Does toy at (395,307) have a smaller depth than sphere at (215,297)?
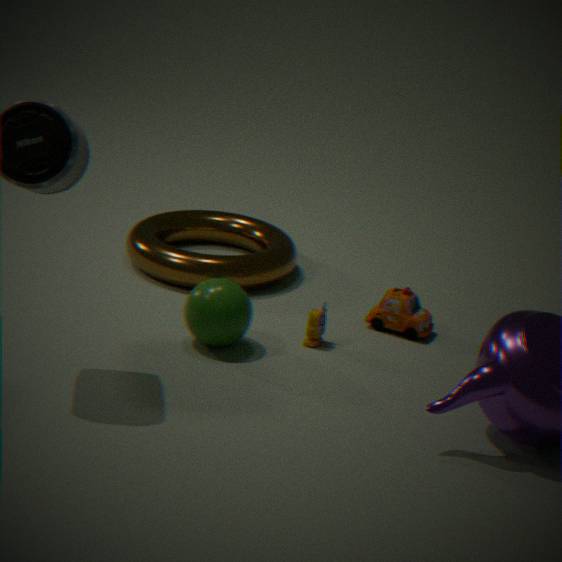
No
